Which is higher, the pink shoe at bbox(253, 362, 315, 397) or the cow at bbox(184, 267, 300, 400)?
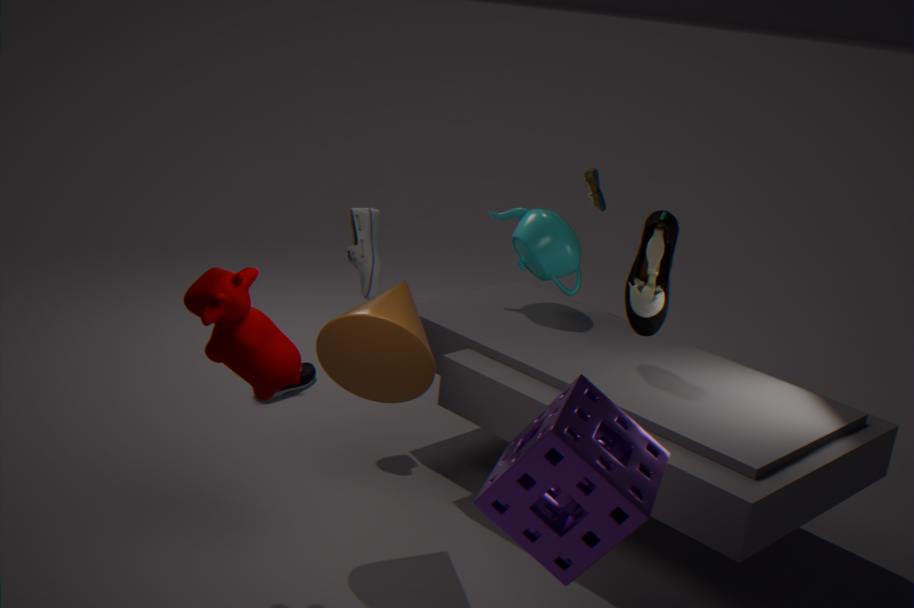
the cow at bbox(184, 267, 300, 400)
